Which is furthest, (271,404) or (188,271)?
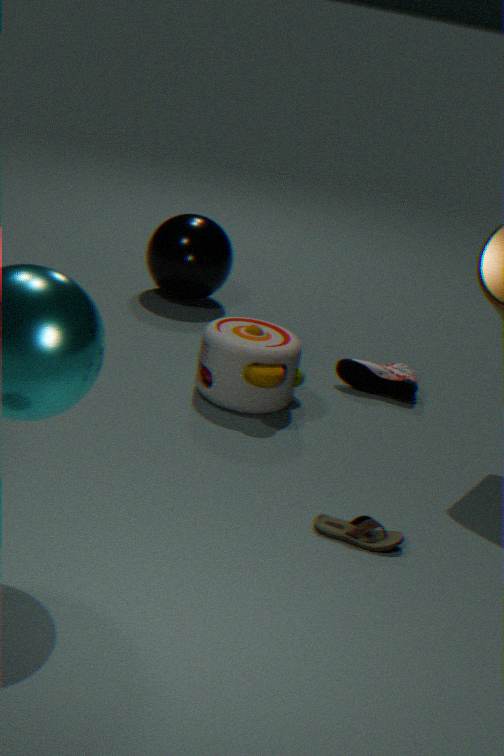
(188,271)
